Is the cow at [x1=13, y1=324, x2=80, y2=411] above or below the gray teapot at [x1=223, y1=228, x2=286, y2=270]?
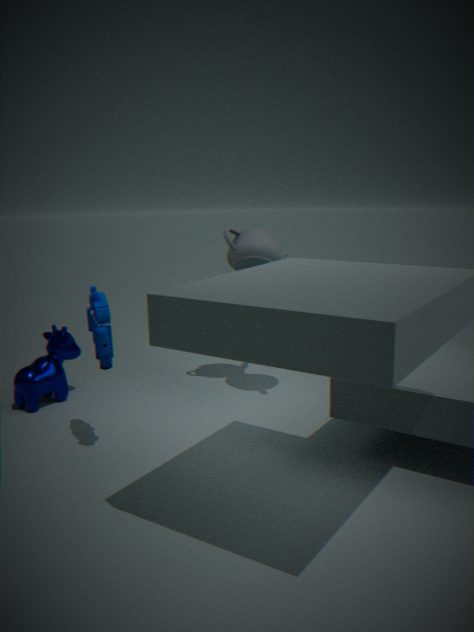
below
